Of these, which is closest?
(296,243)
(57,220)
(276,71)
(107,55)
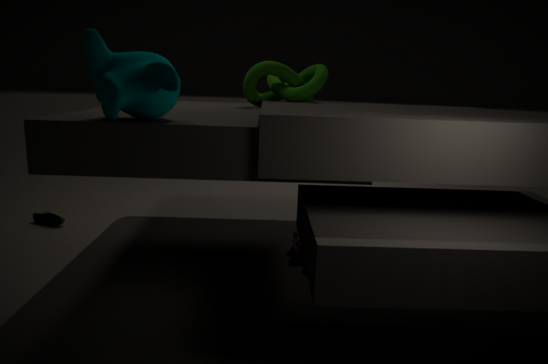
(107,55)
